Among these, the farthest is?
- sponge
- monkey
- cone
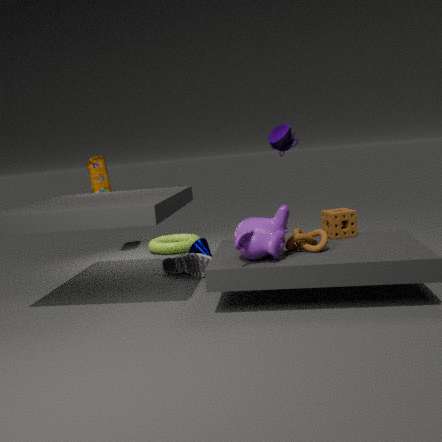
cone
